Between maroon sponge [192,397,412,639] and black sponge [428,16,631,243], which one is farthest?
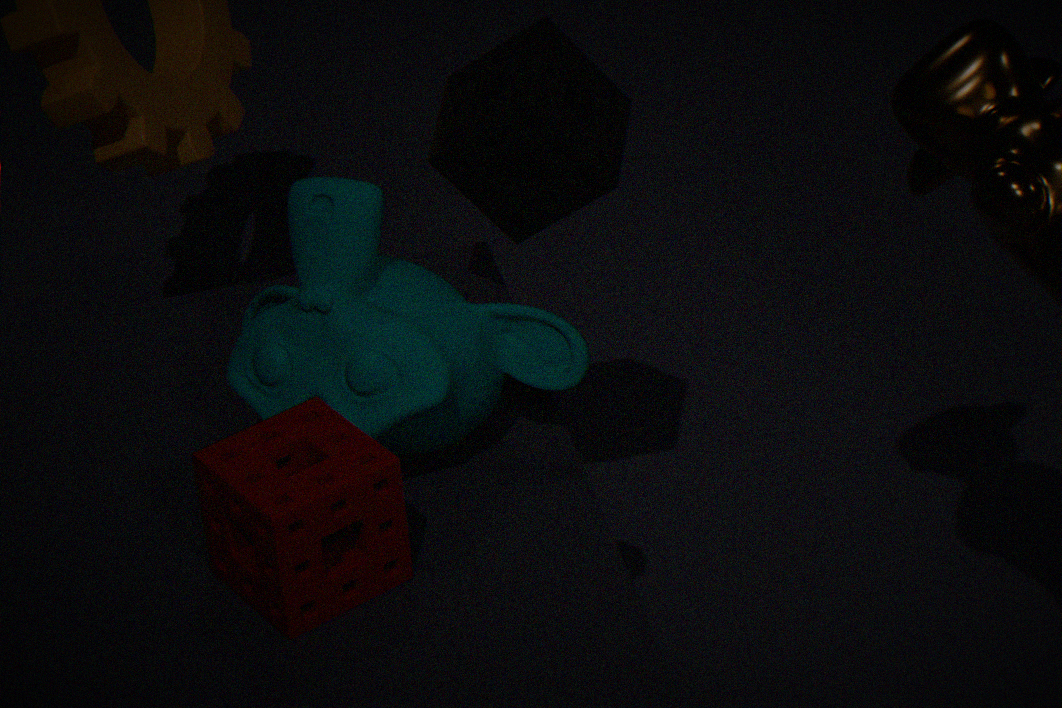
black sponge [428,16,631,243]
